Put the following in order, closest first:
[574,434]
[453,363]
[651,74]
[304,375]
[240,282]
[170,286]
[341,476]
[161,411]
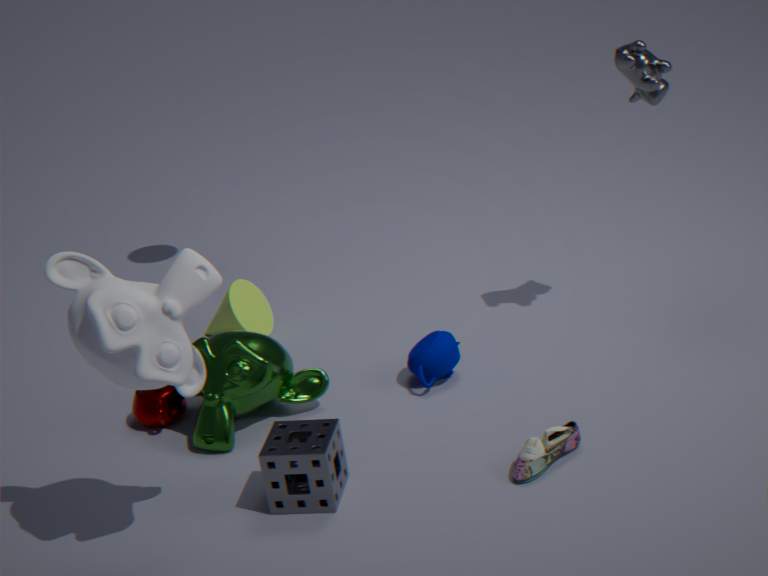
[170,286] → [341,476] → [574,434] → [651,74] → [161,411] → [304,375] → [453,363] → [240,282]
